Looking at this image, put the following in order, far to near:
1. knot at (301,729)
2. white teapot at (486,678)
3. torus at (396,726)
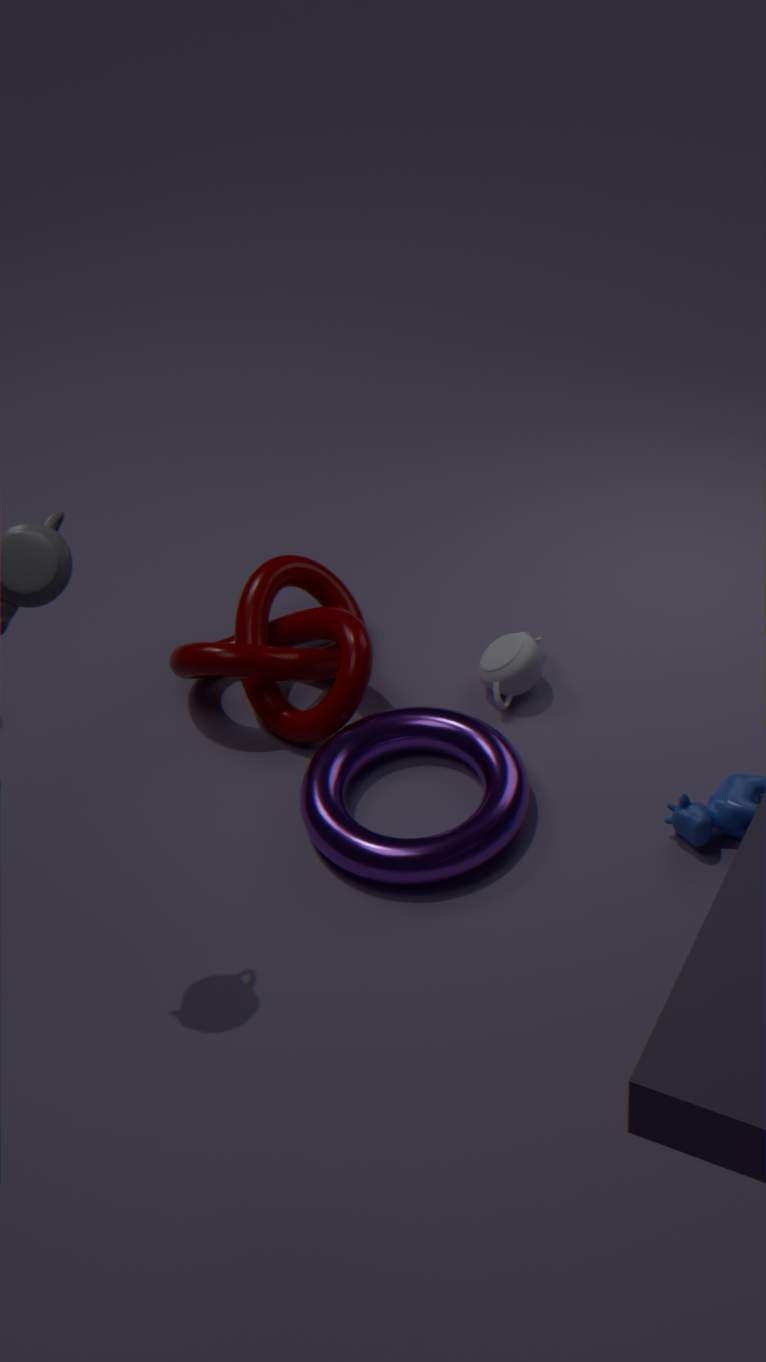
white teapot at (486,678), knot at (301,729), torus at (396,726)
